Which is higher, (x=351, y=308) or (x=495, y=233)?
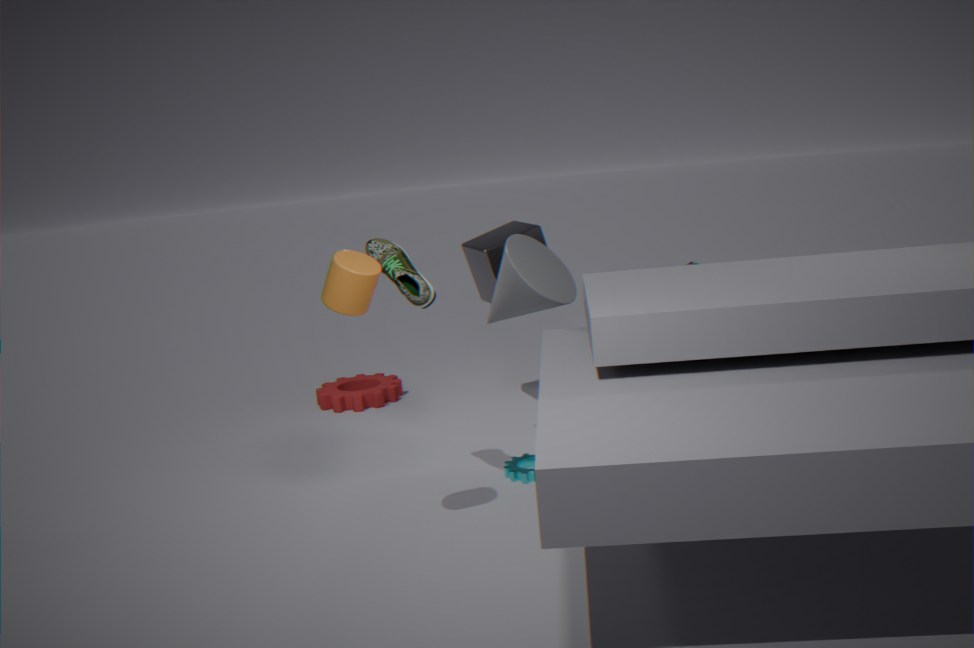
(x=351, y=308)
